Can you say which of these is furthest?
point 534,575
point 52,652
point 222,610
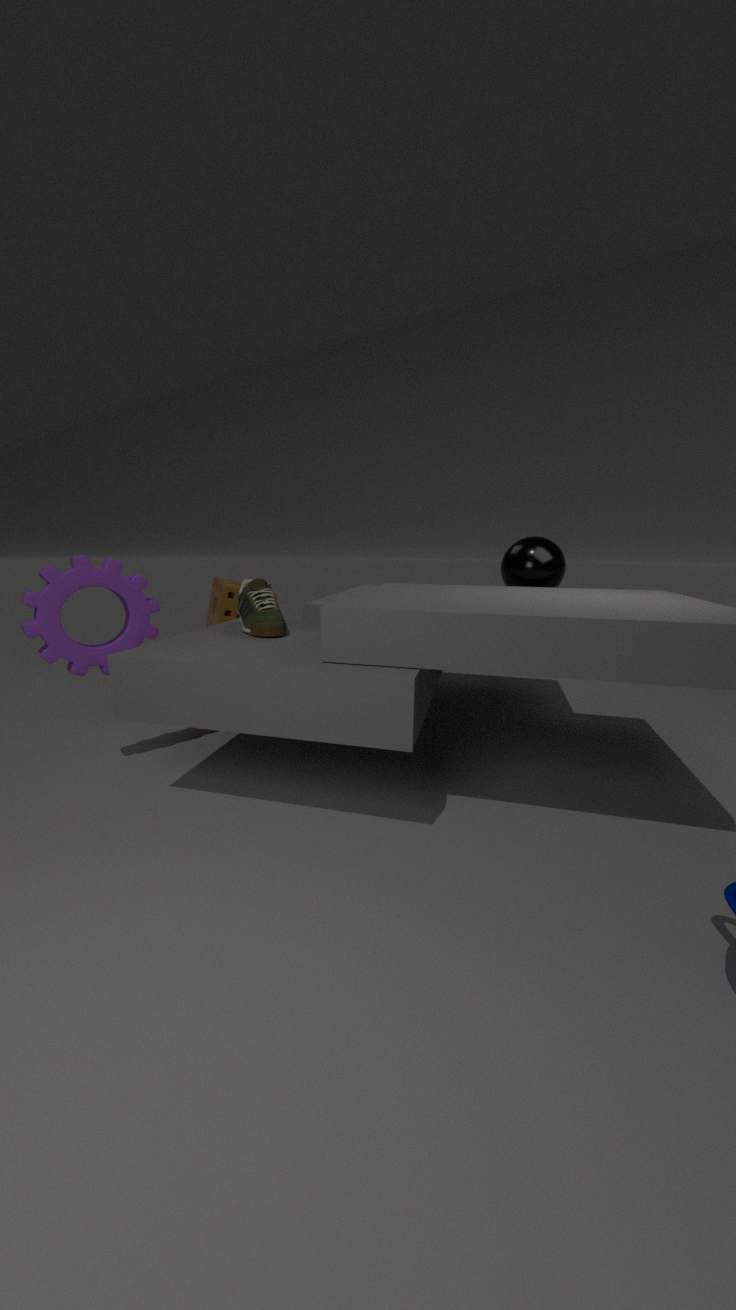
point 222,610
